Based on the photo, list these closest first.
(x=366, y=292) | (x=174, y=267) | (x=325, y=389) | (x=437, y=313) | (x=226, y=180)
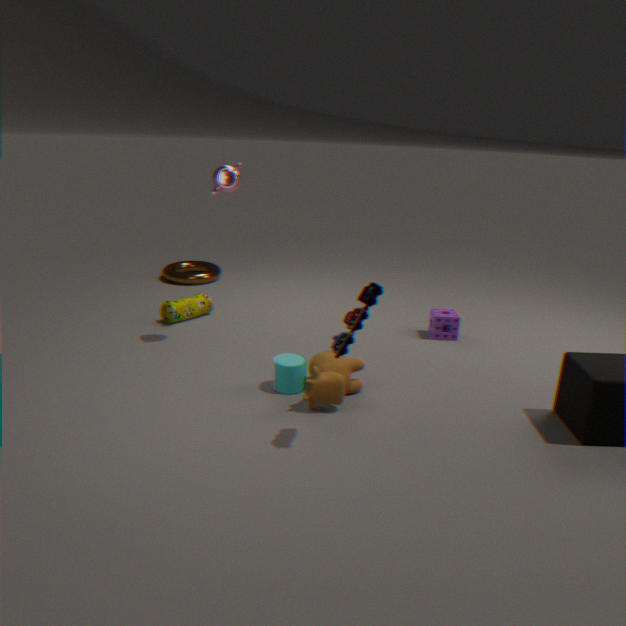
1. (x=366, y=292)
2. (x=325, y=389)
3. (x=226, y=180)
4. (x=437, y=313)
5. (x=174, y=267)
